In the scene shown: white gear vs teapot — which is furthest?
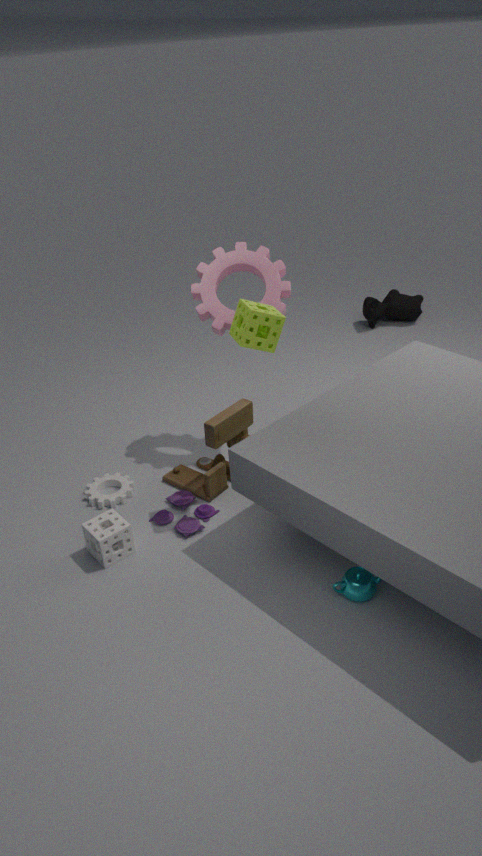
white gear
